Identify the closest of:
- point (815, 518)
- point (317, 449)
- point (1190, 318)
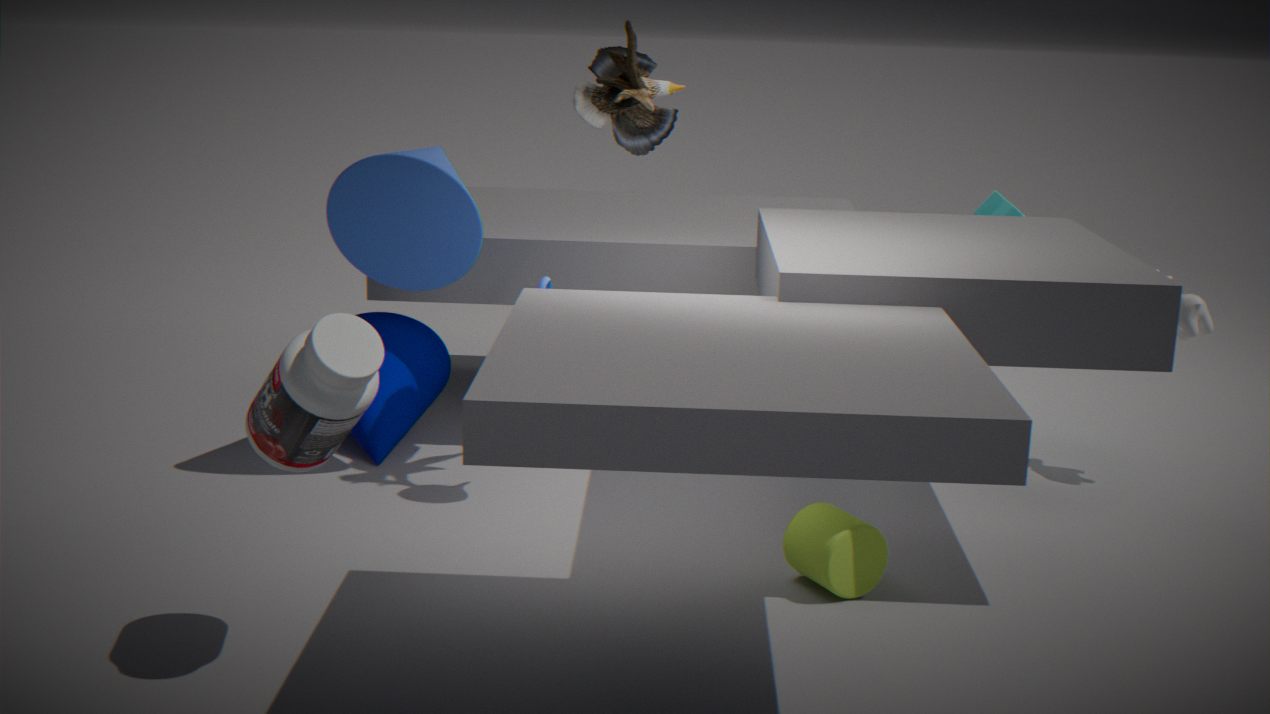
point (317, 449)
